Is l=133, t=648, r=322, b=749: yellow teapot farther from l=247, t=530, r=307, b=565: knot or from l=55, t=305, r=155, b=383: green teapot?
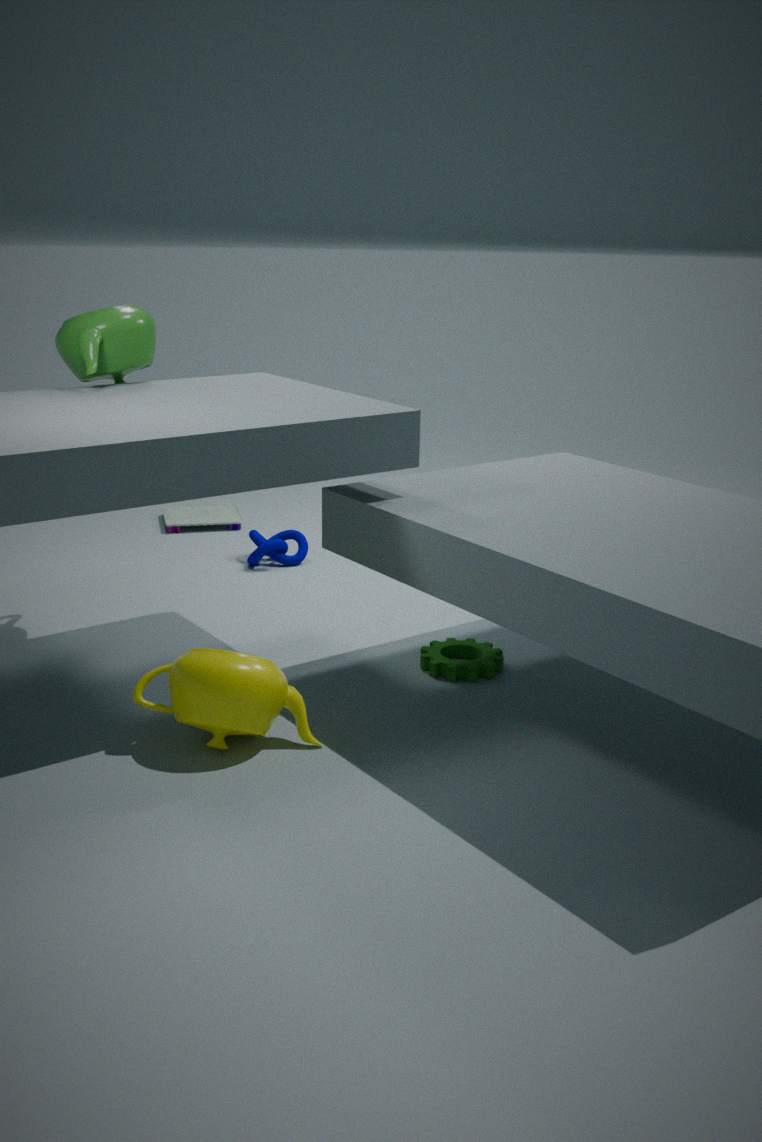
l=247, t=530, r=307, b=565: knot
